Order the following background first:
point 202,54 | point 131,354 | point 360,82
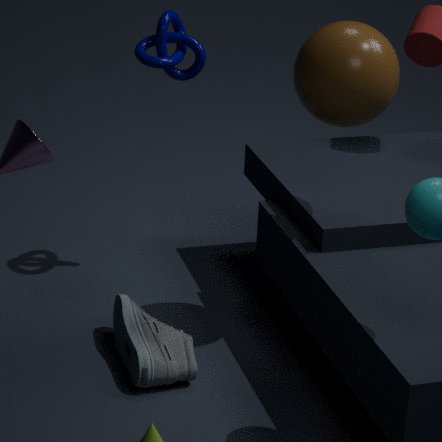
point 202,54, point 131,354, point 360,82
